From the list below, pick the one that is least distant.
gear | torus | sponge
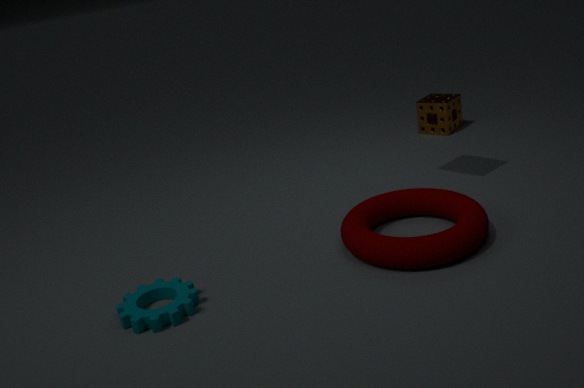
gear
